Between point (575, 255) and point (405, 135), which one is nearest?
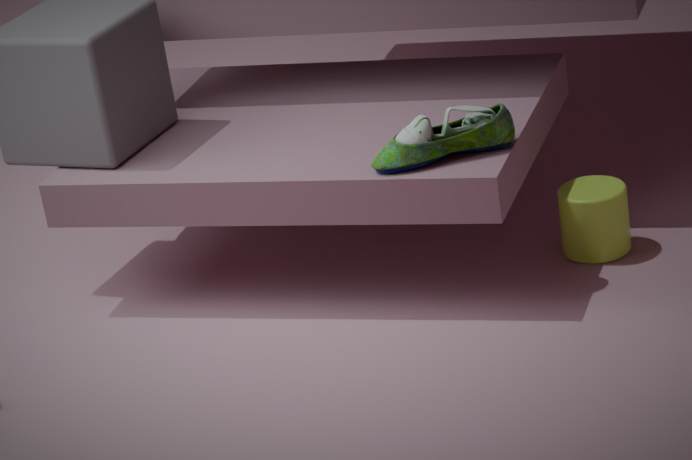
point (405, 135)
